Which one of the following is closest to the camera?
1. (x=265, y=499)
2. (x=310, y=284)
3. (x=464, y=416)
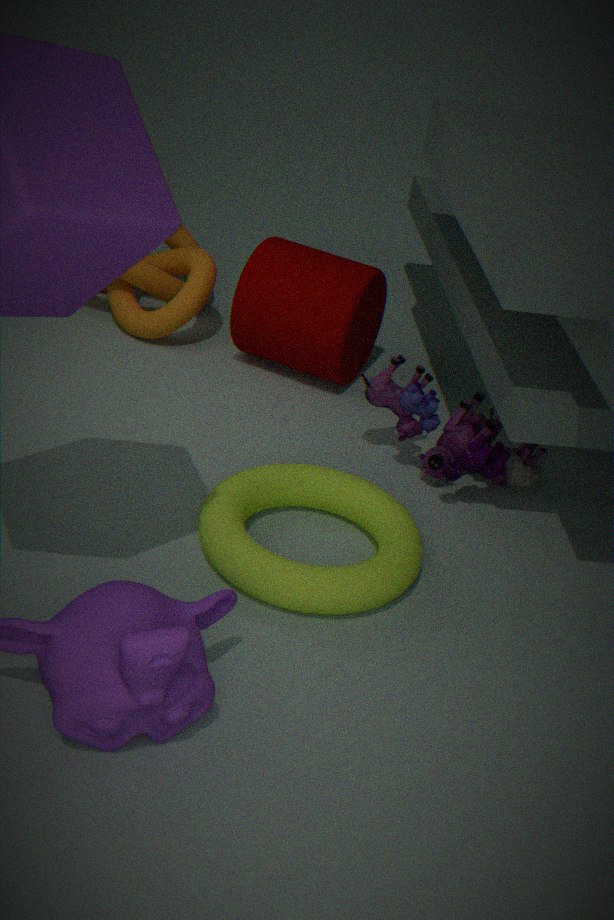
(x=265, y=499)
